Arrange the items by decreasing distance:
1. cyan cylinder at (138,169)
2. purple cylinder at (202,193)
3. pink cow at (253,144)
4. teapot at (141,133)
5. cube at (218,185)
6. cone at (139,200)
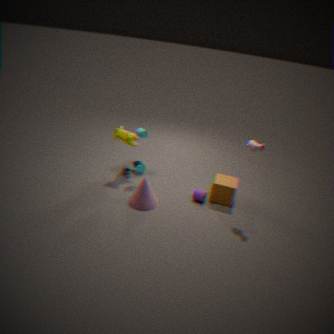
1. cyan cylinder at (138,169)
2. teapot at (141,133)
3. purple cylinder at (202,193)
4. cube at (218,185)
5. cone at (139,200)
6. pink cow at (253,144)
